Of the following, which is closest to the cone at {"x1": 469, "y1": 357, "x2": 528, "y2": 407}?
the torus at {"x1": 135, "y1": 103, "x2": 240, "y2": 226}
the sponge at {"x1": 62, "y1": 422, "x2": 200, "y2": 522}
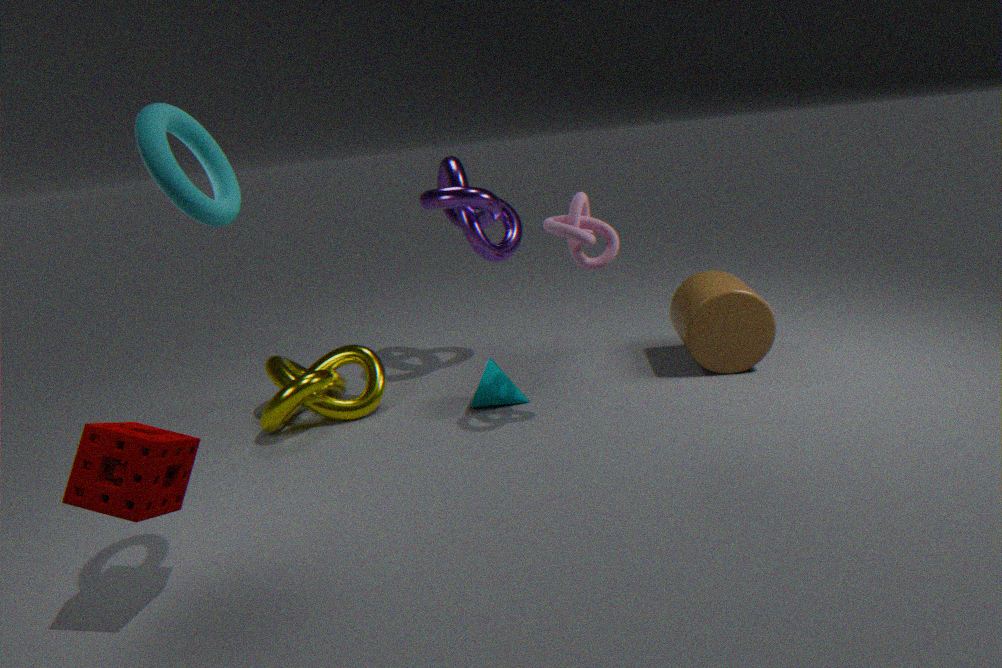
the sponge at {"x1": 62, "y1": 422, "x2": 200, "y2": 522}
